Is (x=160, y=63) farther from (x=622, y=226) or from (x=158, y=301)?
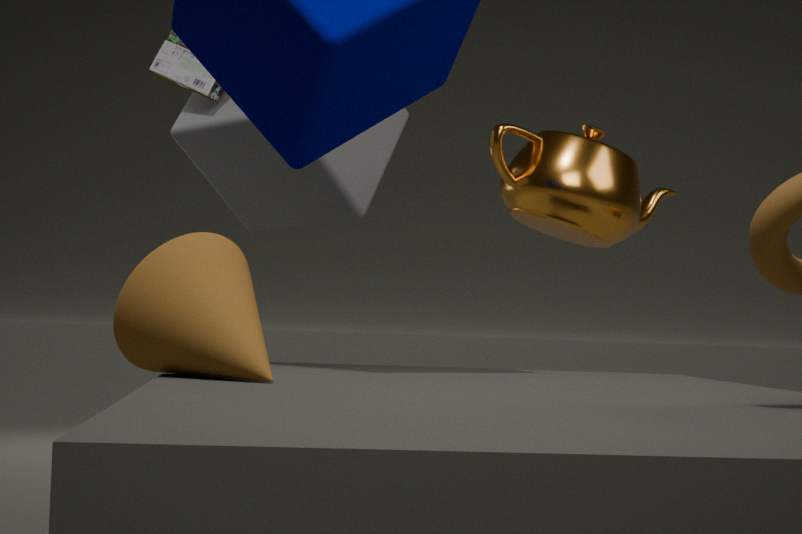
(x=158, y=301)
